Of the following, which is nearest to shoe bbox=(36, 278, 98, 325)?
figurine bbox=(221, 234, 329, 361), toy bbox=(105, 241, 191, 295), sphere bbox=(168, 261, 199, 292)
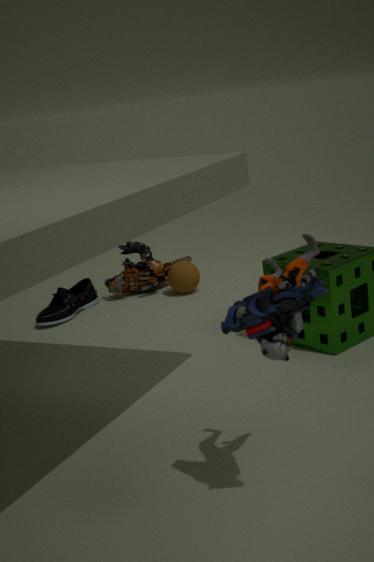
toy bbox=(105, 241, 191, 295)
